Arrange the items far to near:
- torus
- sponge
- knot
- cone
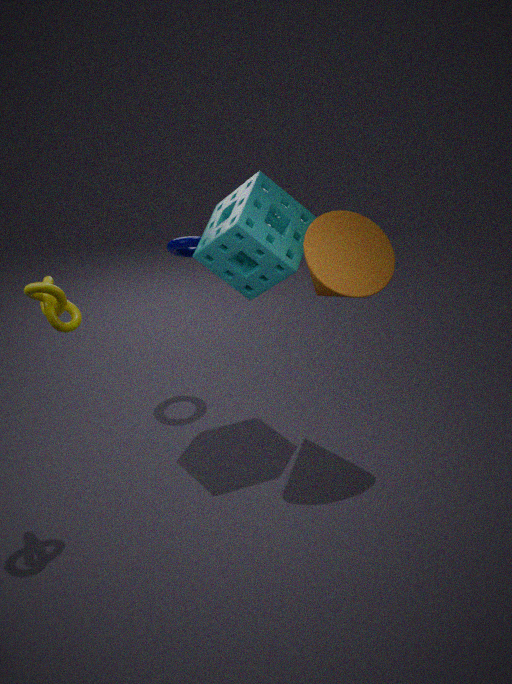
torus < sponge < cone < knot
